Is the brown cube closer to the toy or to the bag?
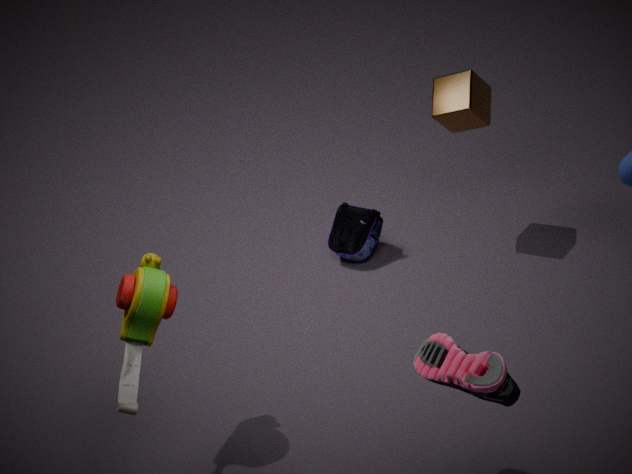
the bag
